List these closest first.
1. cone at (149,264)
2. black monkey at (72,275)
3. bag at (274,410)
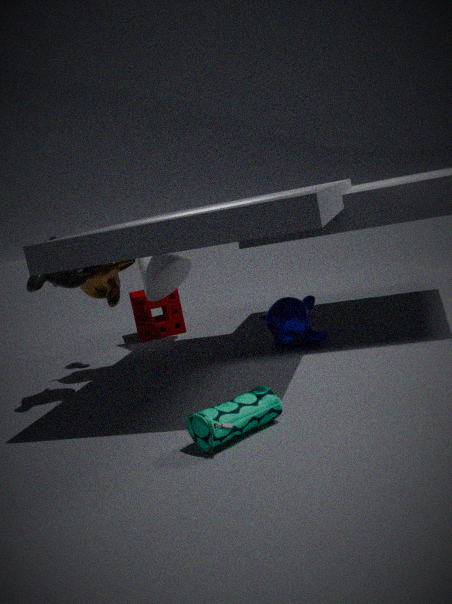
bag at (274,410)
black monkey at (72,275)
cone at (149,264)
